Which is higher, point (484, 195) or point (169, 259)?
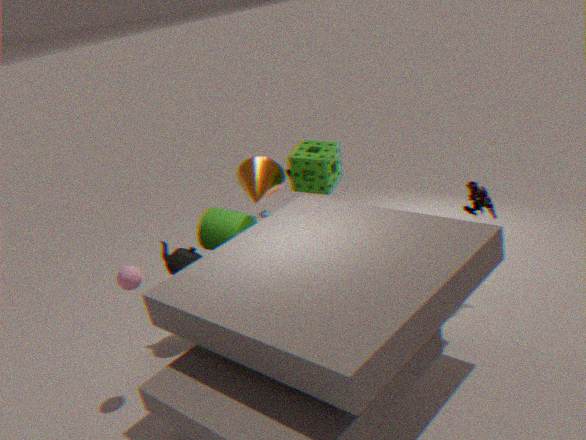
point (484, 195)
